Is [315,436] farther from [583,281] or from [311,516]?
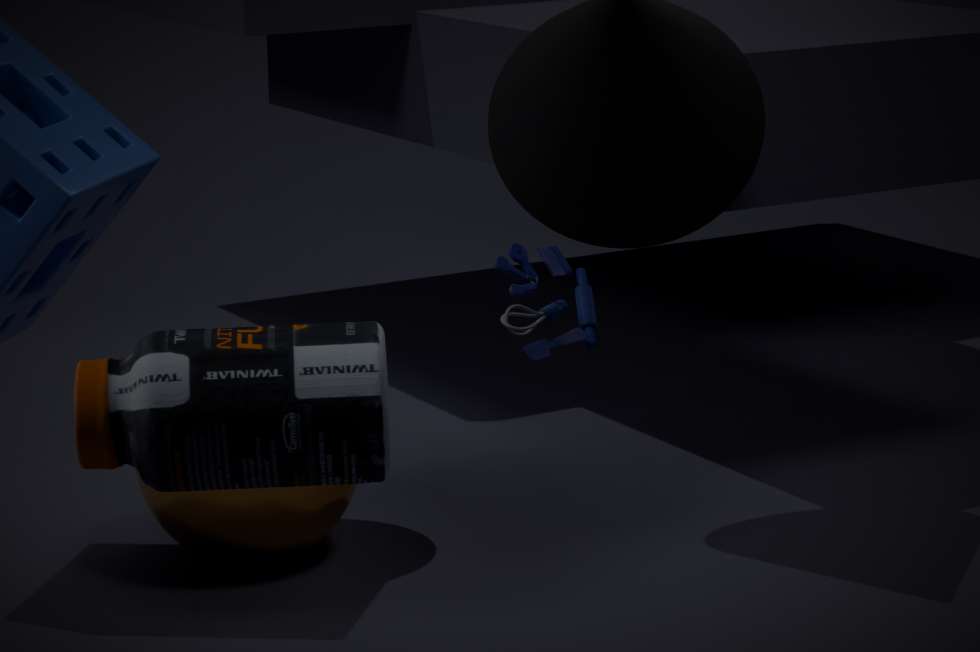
[311,516]
